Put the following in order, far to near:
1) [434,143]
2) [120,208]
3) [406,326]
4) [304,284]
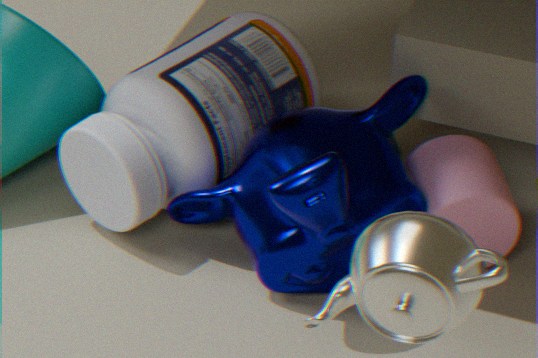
1. [434,143], 2. [120,208], 4. [304,284], 3. [406,326]
